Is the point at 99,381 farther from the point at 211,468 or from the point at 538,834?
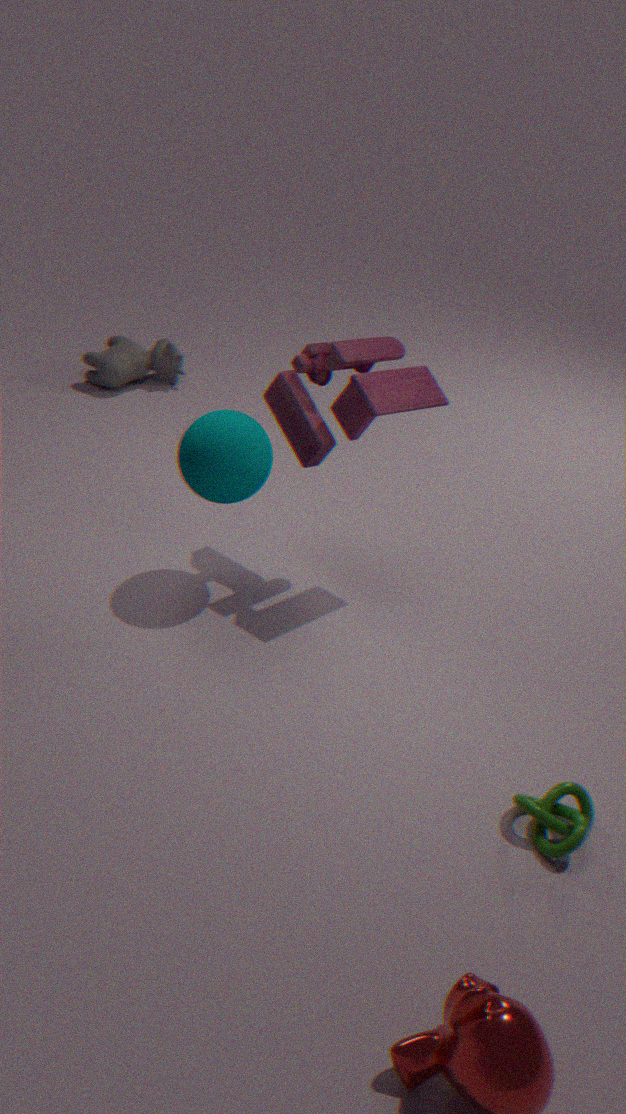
the point at 538,834
